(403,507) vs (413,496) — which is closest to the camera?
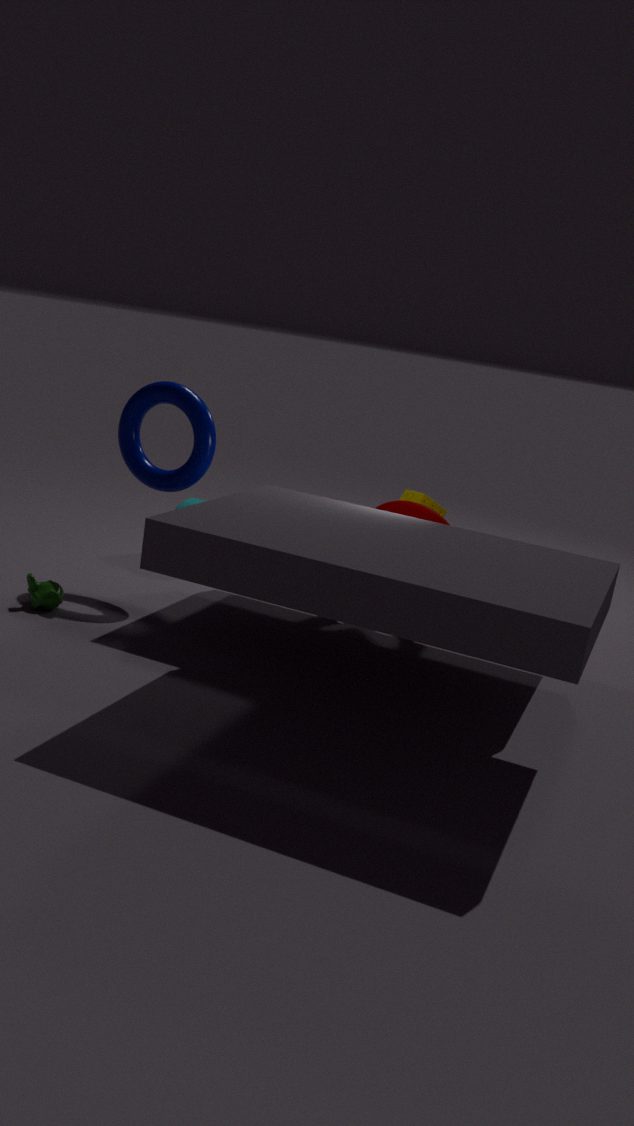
(403,507)
